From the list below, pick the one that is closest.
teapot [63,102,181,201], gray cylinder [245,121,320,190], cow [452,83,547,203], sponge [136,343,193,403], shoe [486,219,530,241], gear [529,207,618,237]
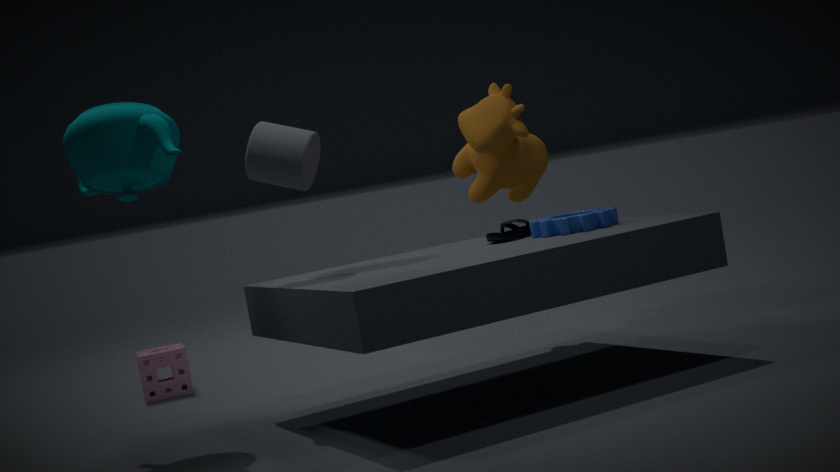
teapot [63,102,181,201]
